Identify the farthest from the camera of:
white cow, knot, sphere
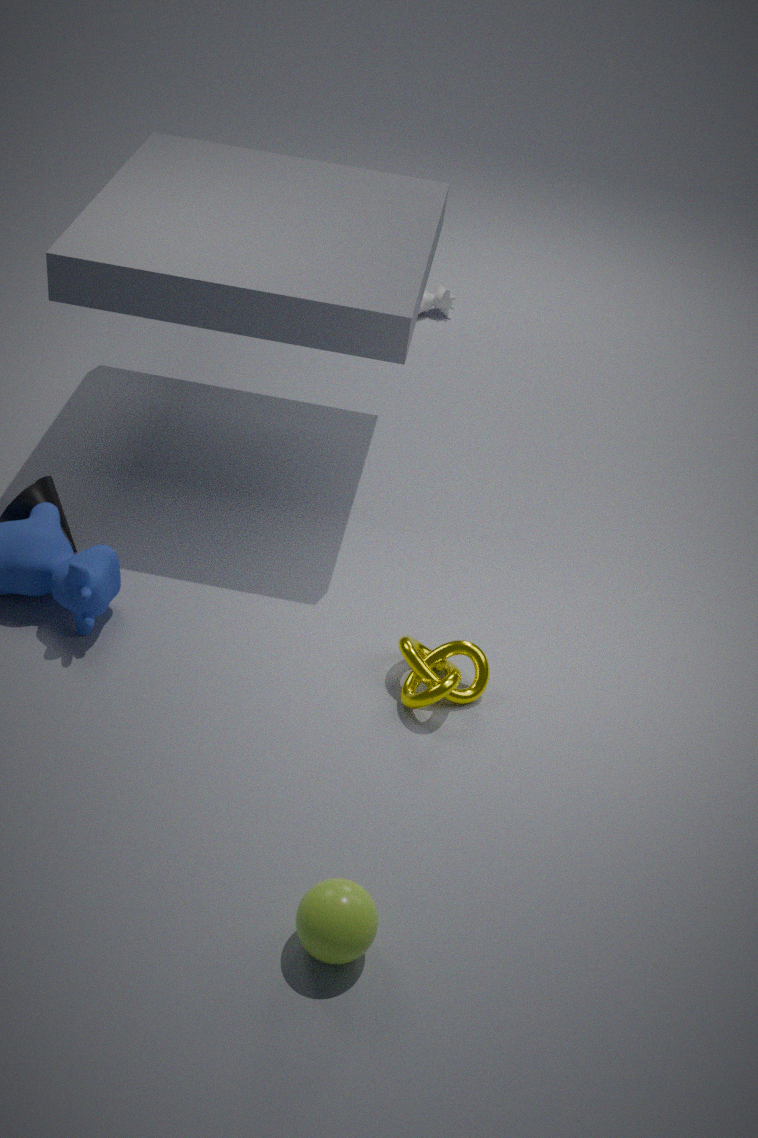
white cow
